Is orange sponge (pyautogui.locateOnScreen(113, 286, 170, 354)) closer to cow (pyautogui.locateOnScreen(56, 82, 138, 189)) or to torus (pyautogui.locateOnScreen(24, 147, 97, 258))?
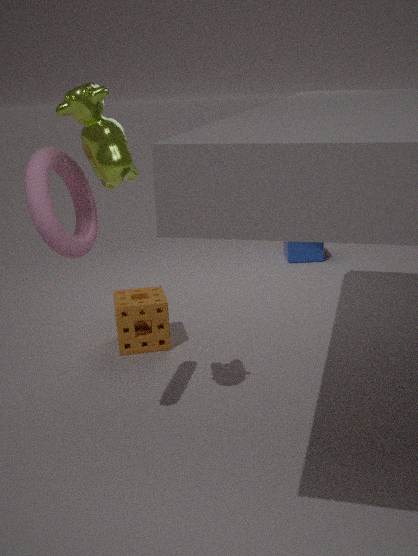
torus (pyautogui.locateOnScreen(24, 147, 97, 258))
